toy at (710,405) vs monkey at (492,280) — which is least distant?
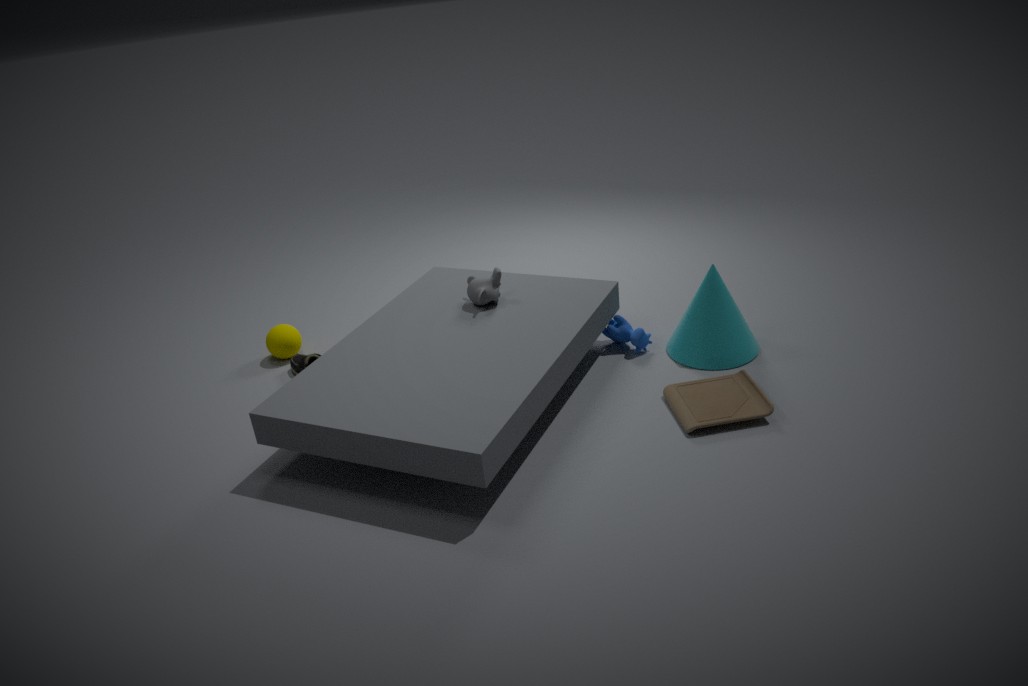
toy at (710,405)
